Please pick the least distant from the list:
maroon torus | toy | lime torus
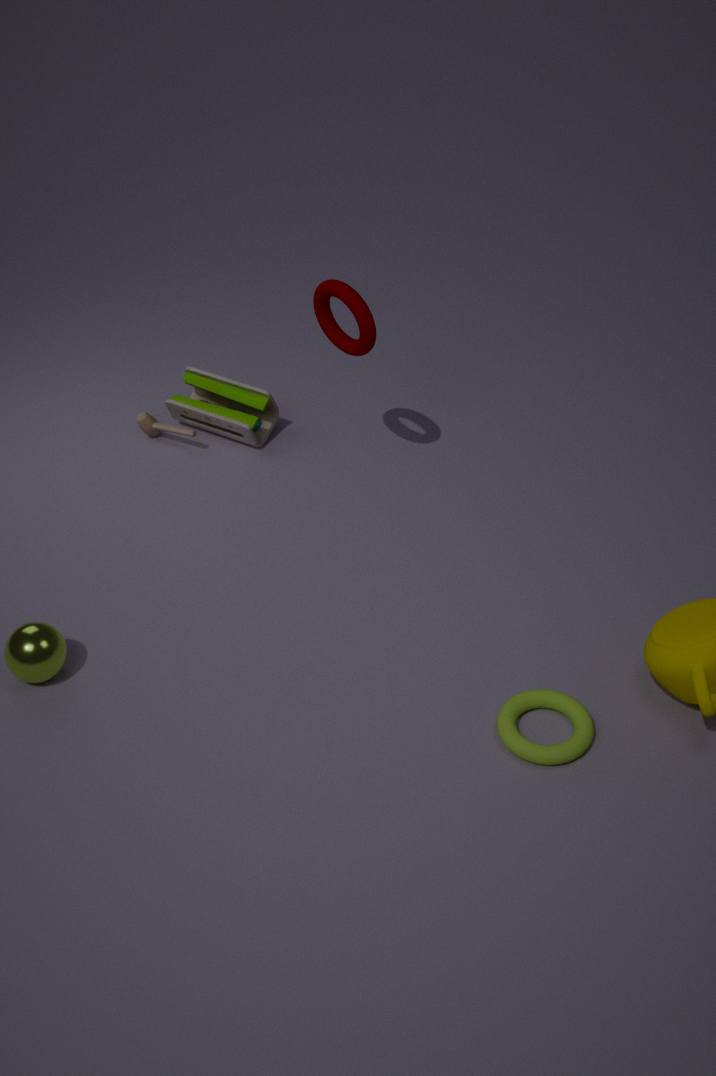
lime torus
